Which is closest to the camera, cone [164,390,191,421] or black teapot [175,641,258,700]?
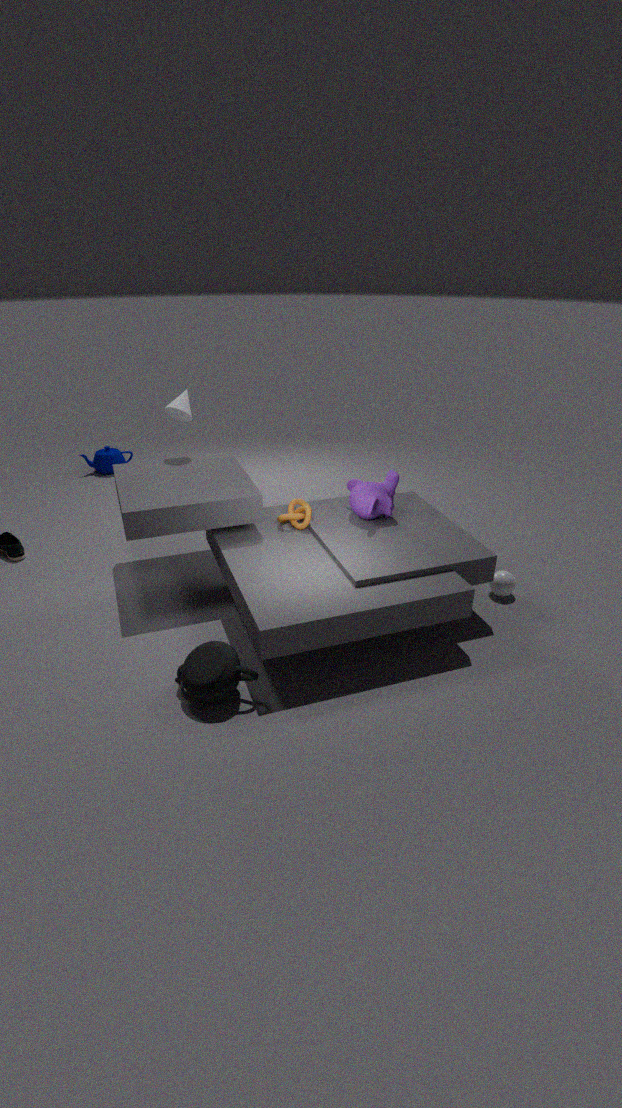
black teapot [175,641,258,700]
